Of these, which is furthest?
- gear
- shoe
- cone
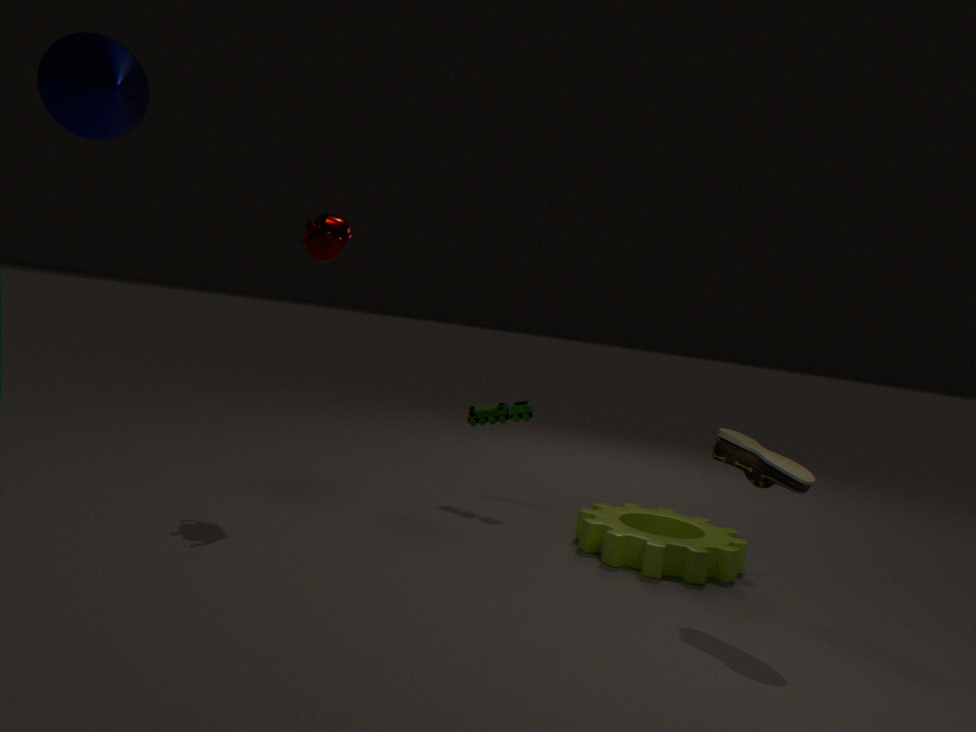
gear
